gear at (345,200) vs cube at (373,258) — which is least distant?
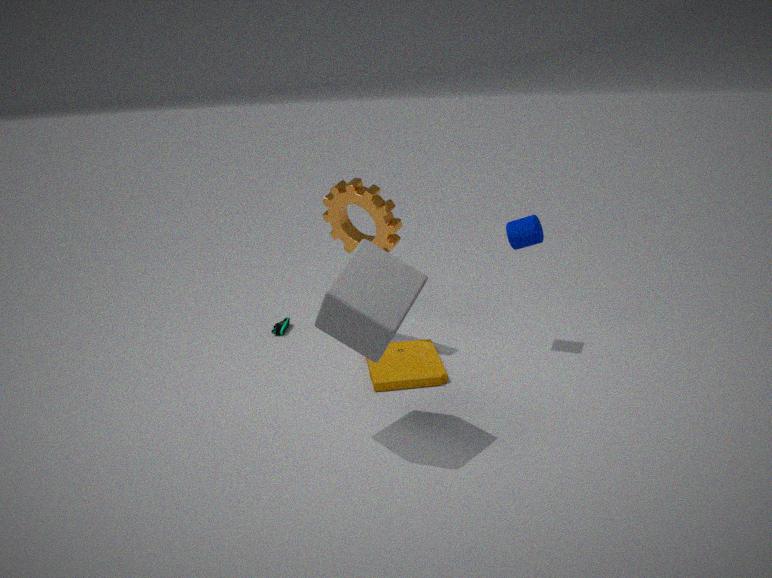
cube at (373,258)
